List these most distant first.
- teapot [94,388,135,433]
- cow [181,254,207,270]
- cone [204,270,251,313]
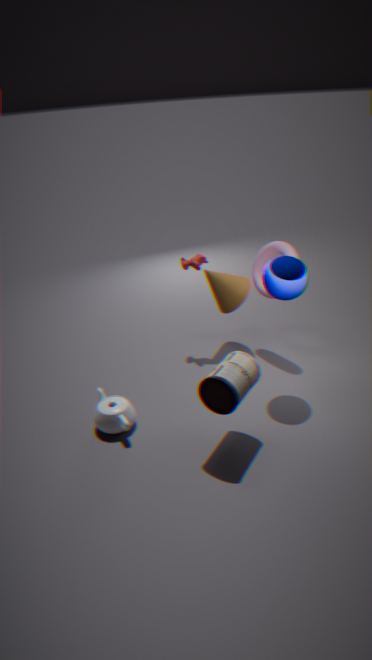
cone [204,270,251,313]
cow [181,254,207,270]
teapot [94,388,135,433]
